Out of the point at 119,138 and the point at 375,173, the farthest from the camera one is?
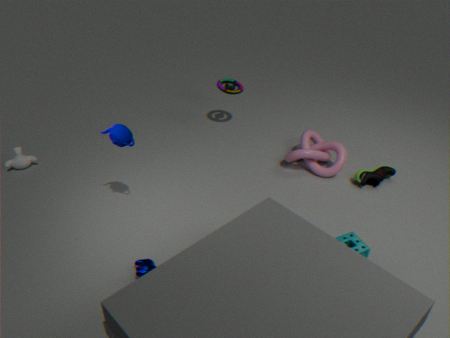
Result: the point at 375,173
